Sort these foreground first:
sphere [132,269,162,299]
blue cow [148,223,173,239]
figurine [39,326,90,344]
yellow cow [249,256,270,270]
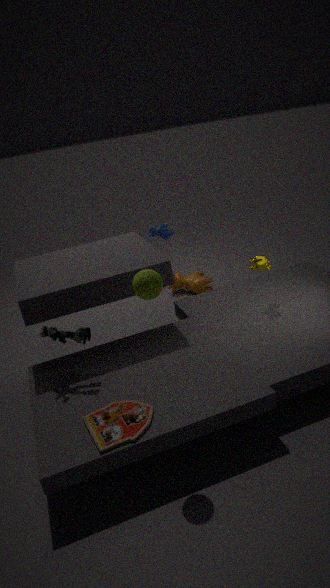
sphere [132,269,162,299] → figurine [39,326,90,344] → yellow cow [249,256,270,270] → blue cow [148,223,173,239]
